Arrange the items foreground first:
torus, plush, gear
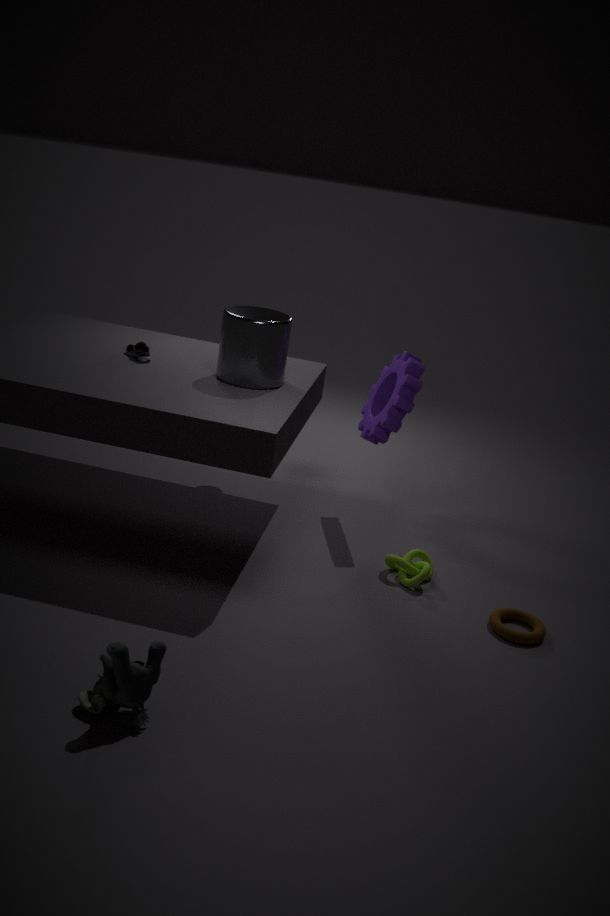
plush < torus < gear
